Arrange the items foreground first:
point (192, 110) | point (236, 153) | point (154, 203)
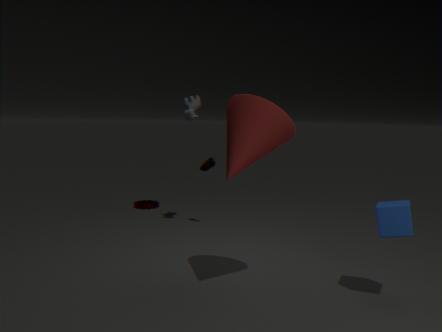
point (236, 153)
point (192, 110)
point (154, 203)
